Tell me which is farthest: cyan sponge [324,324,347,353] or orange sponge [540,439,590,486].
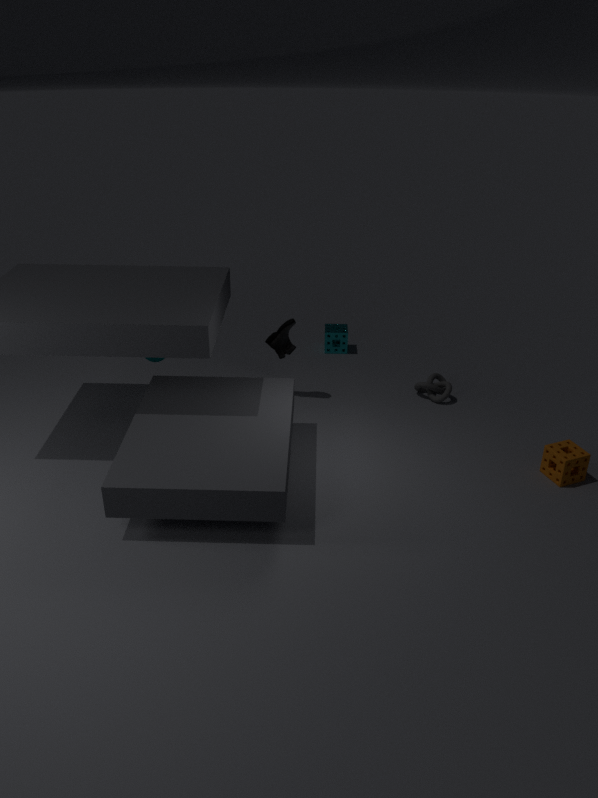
cyan sponge [324,324,347,353]
